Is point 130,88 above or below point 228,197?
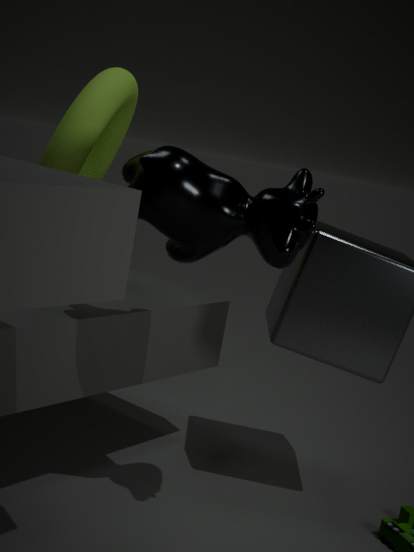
above
